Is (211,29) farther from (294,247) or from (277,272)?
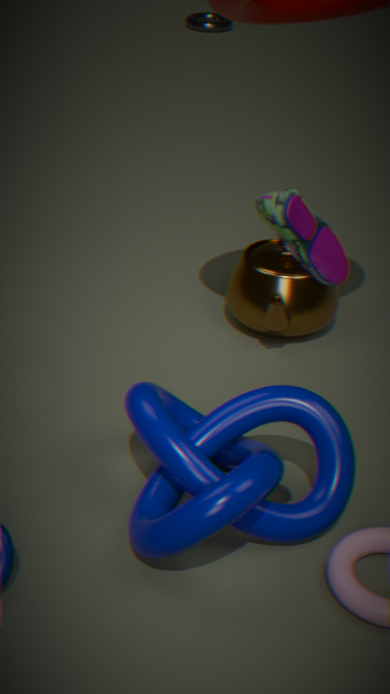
(294,247)
